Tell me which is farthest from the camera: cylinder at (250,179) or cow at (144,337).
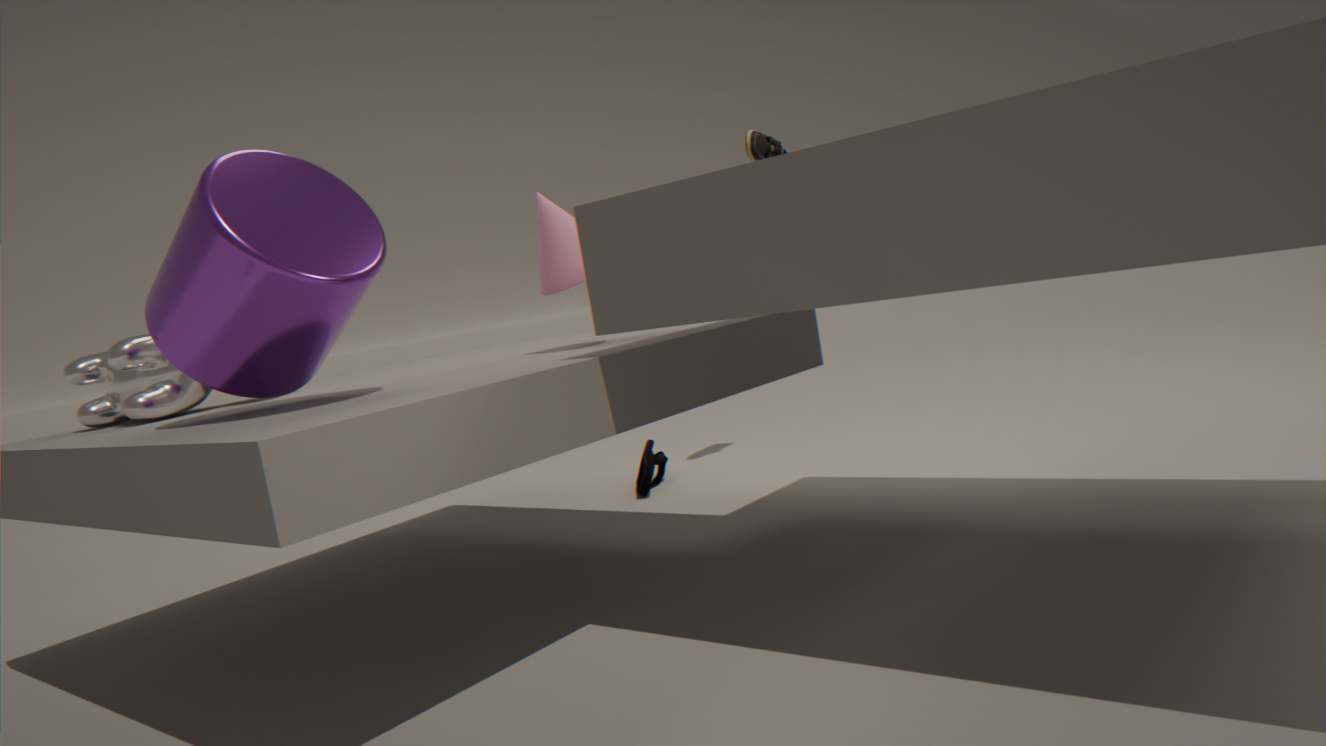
cow at (144,337)
